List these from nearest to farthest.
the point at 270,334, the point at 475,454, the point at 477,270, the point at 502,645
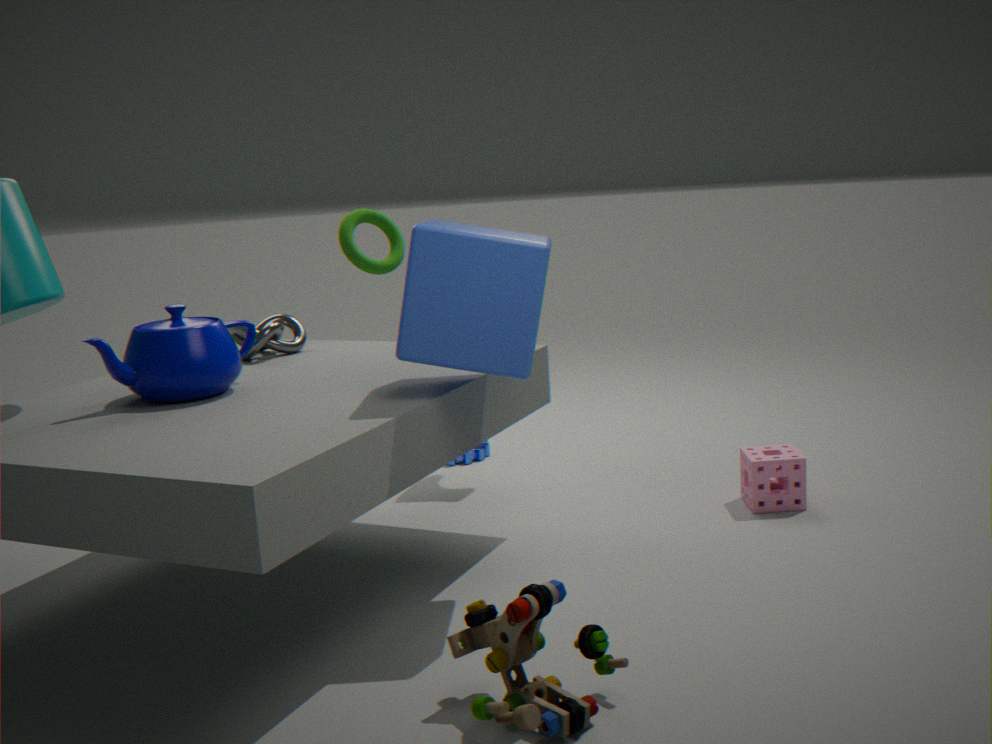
1. the point at 502,645
2. the point at 477,270
3. the point at 270,334
4. the point at 475,454
